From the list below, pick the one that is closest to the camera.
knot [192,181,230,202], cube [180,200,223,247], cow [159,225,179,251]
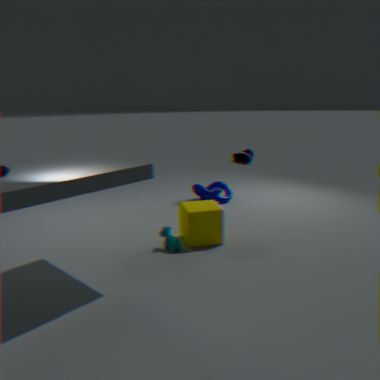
cow [159,225,179,251]
